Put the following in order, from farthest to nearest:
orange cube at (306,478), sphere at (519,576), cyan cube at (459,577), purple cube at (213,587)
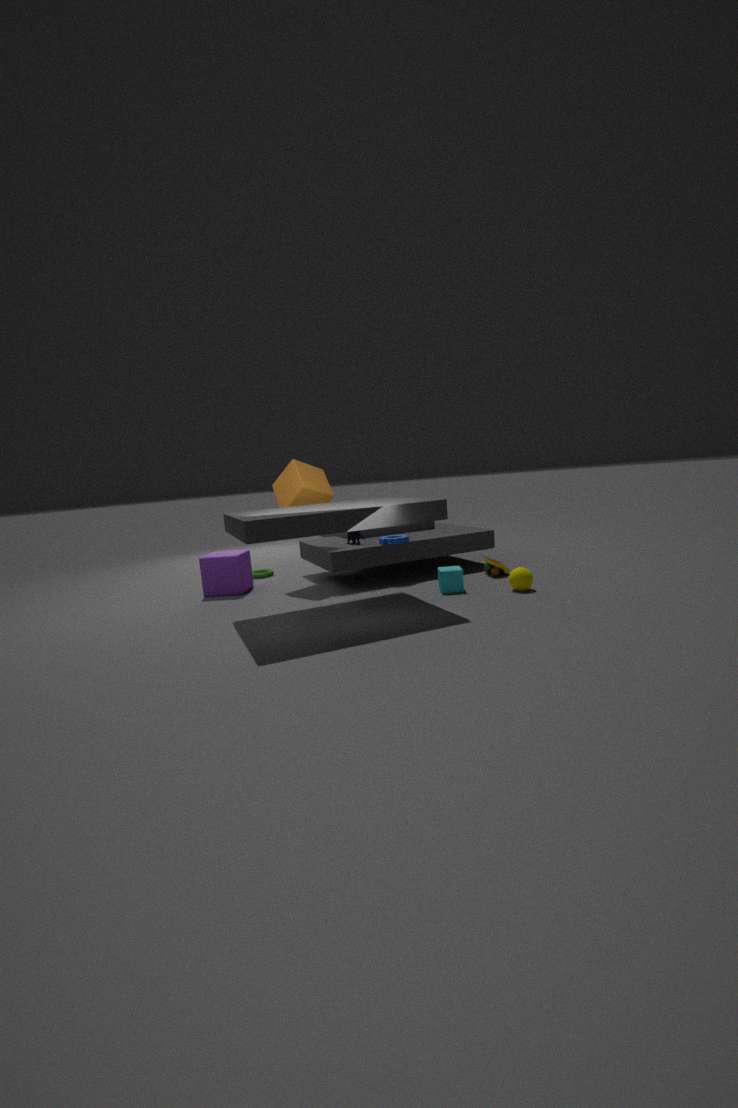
purple cube at (213,587) < orange cube at (306,478) < cyan cube at (459,577) < sphere at (519,576)
